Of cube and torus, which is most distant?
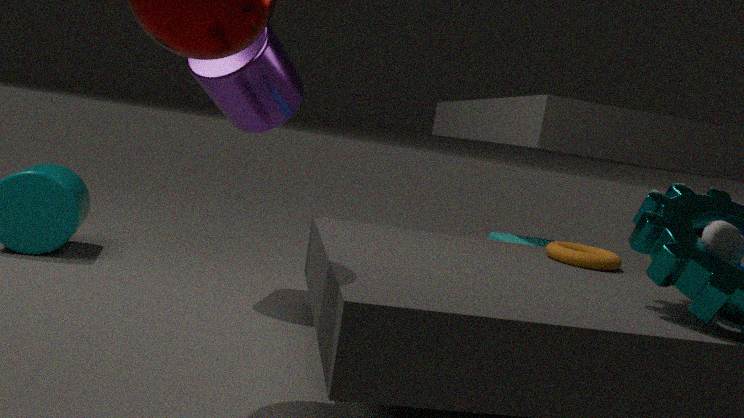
cube
